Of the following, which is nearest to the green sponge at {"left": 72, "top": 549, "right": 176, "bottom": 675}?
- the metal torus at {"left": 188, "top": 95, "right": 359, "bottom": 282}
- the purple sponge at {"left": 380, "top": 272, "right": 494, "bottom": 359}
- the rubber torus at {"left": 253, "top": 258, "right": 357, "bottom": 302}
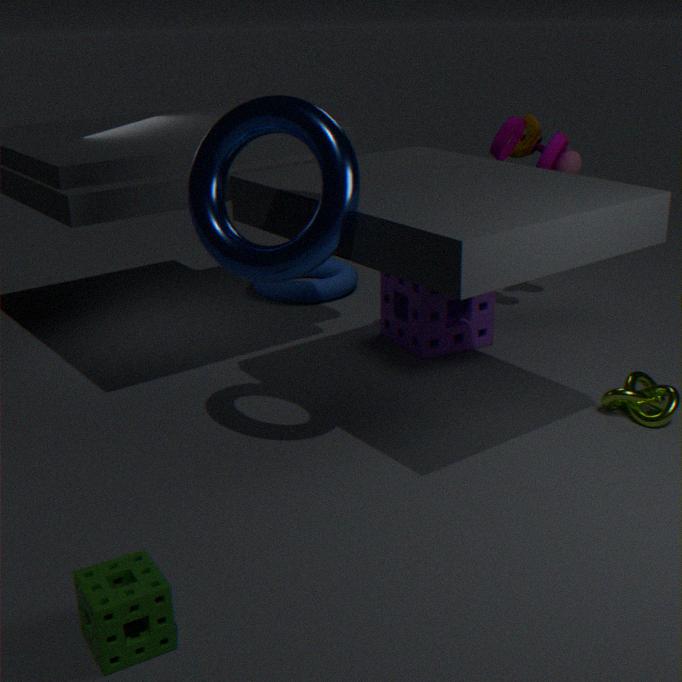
the metal torus at {"left": 188, "top": 95, "right": 359, "bottom": 282}
